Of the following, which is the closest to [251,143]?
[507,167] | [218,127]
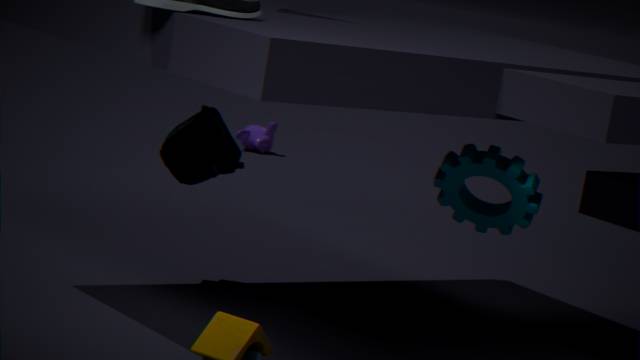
[218,127]
